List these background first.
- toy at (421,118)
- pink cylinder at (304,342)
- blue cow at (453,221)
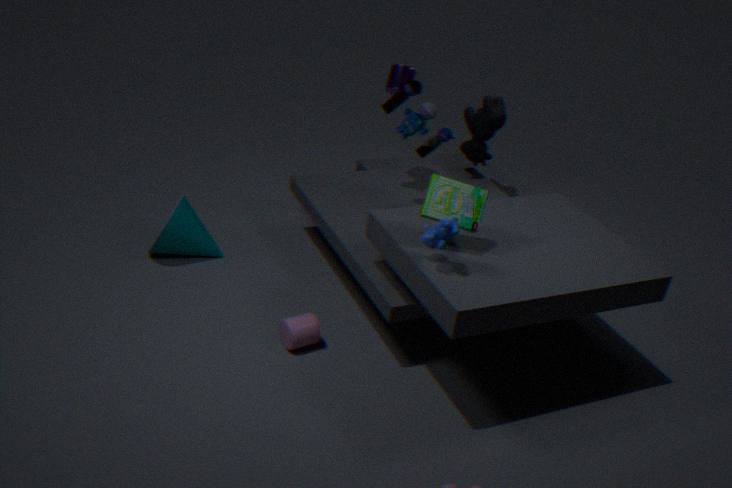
1. toy at (421,118)
2. pink cylinder at (304,342)
3. blue cow at (453,221)
